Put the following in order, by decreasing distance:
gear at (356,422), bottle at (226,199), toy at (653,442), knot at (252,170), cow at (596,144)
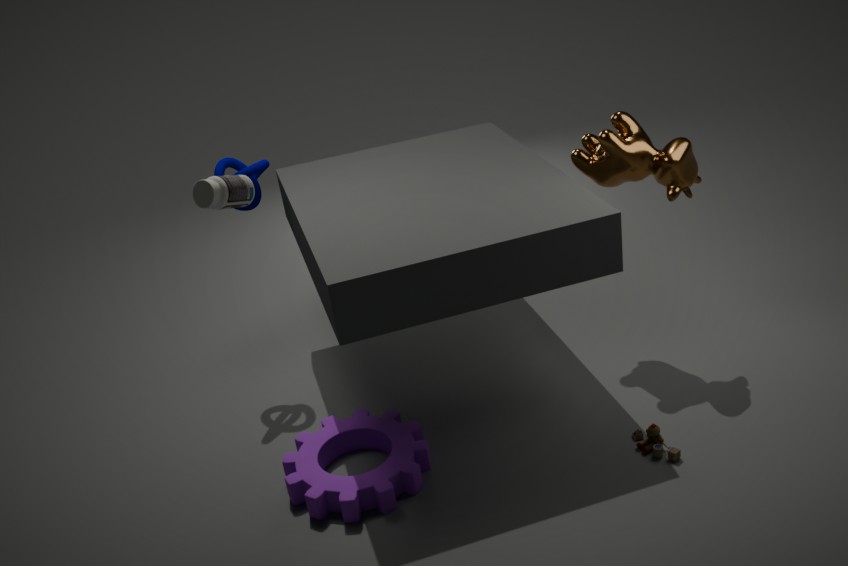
knot at (252,170), cow at (596,144), toy at (653,442), gear at (356,422), bottle at (226,199)
